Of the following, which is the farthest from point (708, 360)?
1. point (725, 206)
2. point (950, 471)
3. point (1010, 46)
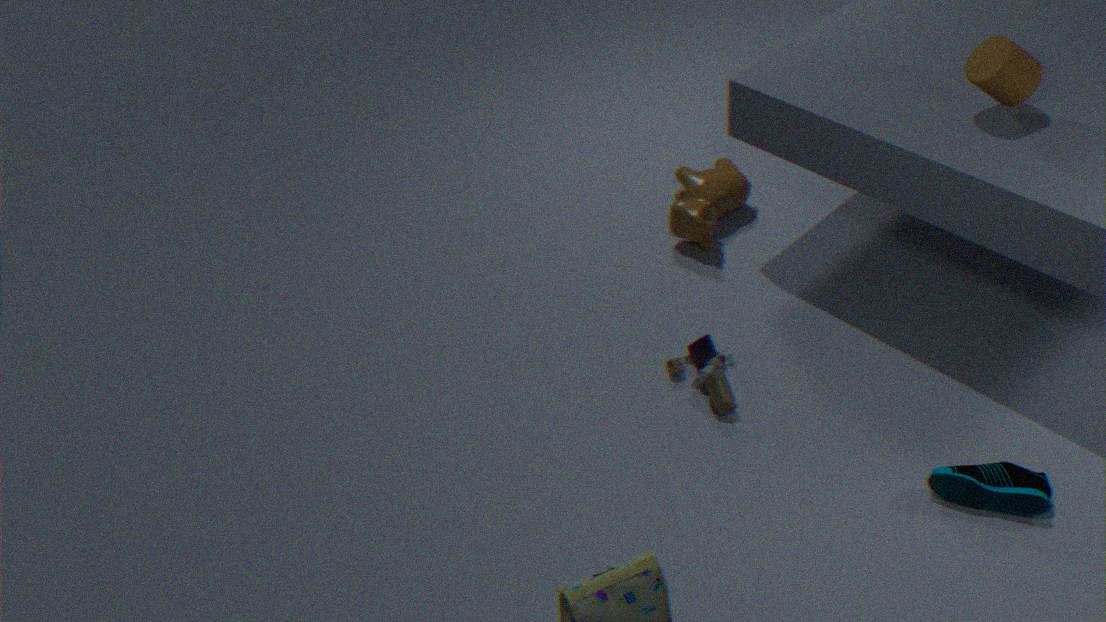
point (1010, 46)
